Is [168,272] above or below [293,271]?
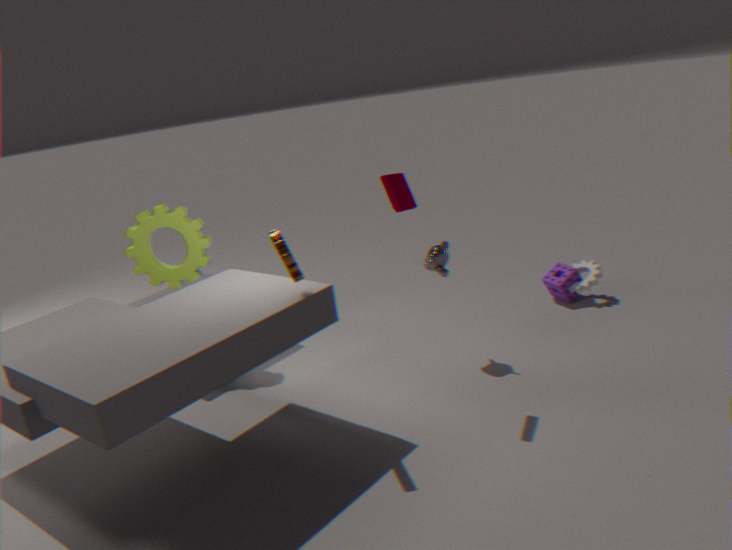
below
